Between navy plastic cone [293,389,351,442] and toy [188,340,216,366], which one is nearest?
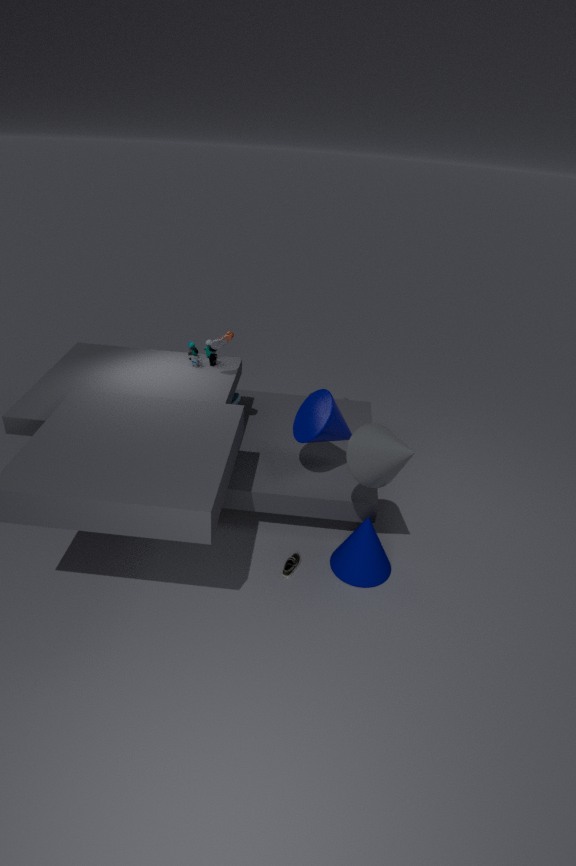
navy plastic cone [293,389,351,442]
